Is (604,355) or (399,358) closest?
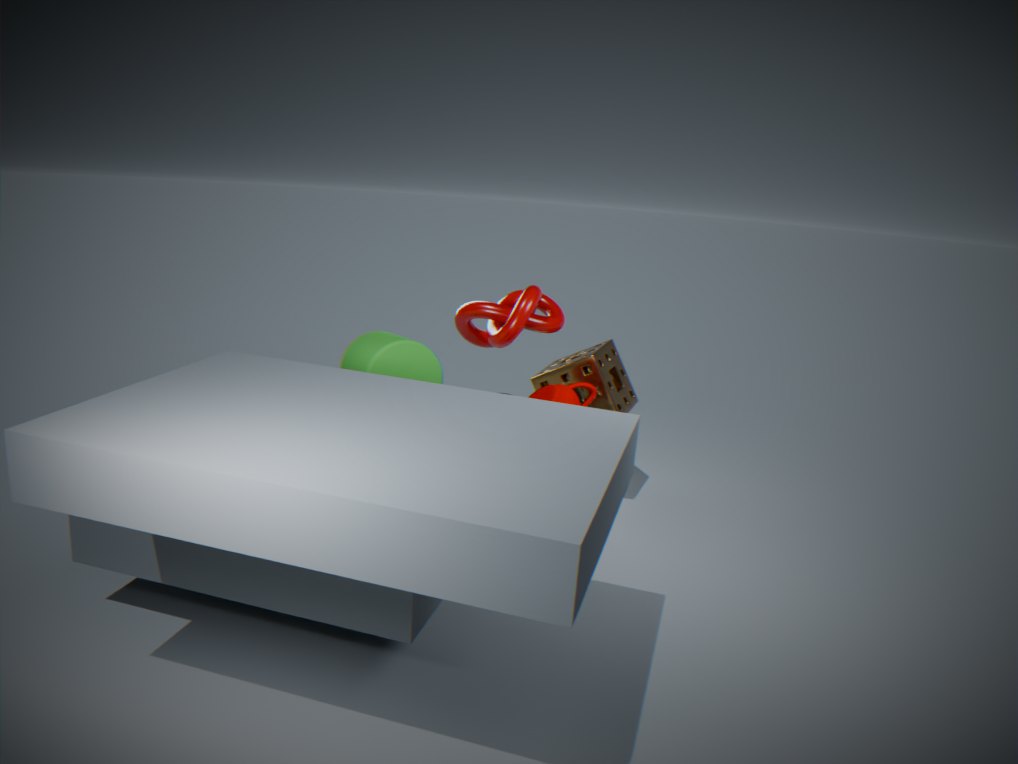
(399,358)
